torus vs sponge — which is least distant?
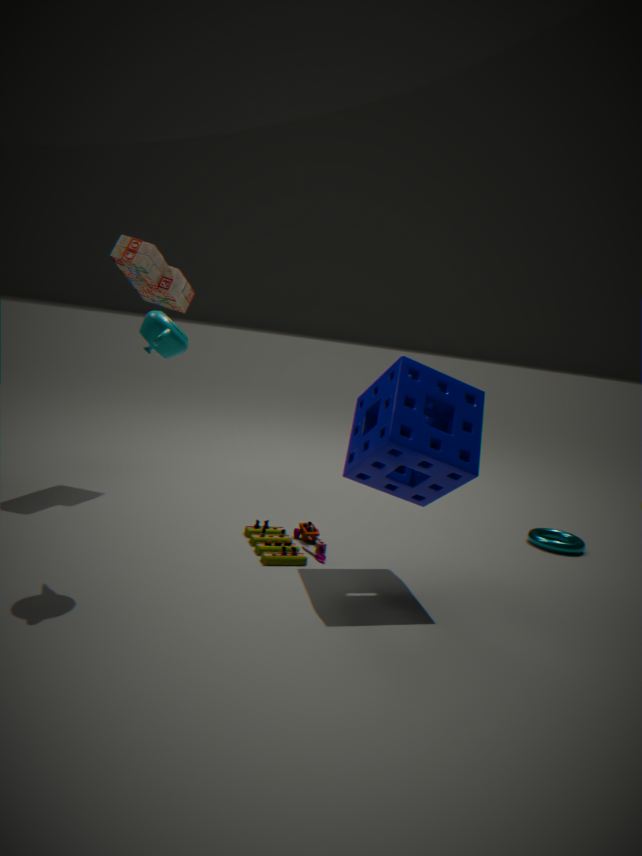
sponge
